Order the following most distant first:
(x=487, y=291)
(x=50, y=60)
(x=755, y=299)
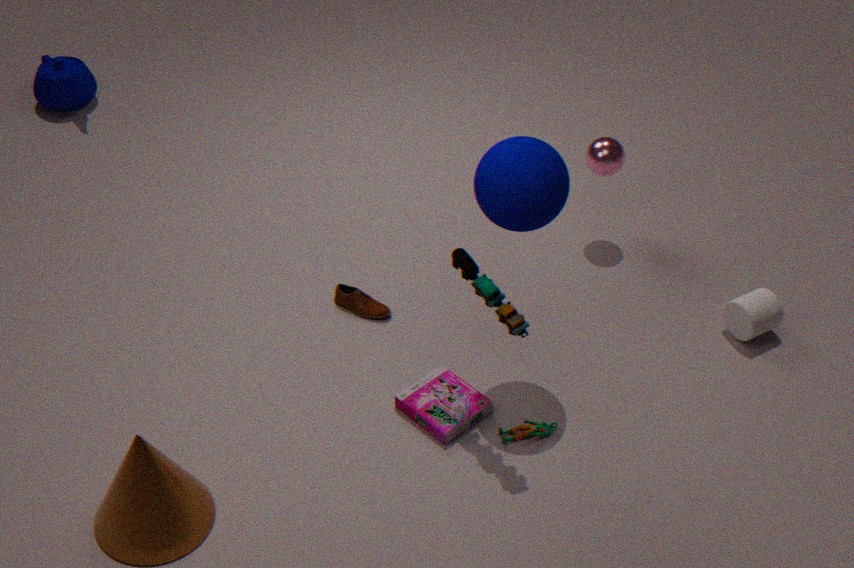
(x=50, y=60)
(x=755, y=299)
(x=487, y=291)
